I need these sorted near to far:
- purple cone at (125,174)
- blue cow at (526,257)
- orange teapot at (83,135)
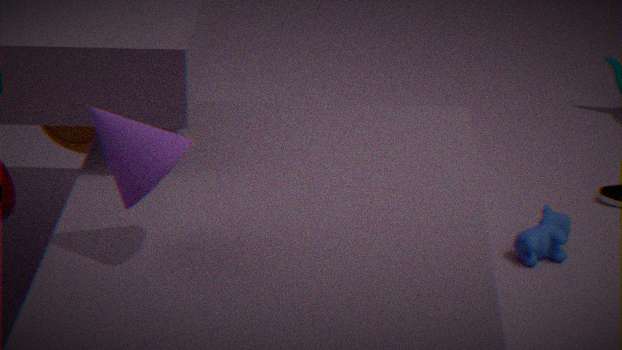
purple cone at (125,174) → orange teapot at (83,135) → blue cow at (526,257)
